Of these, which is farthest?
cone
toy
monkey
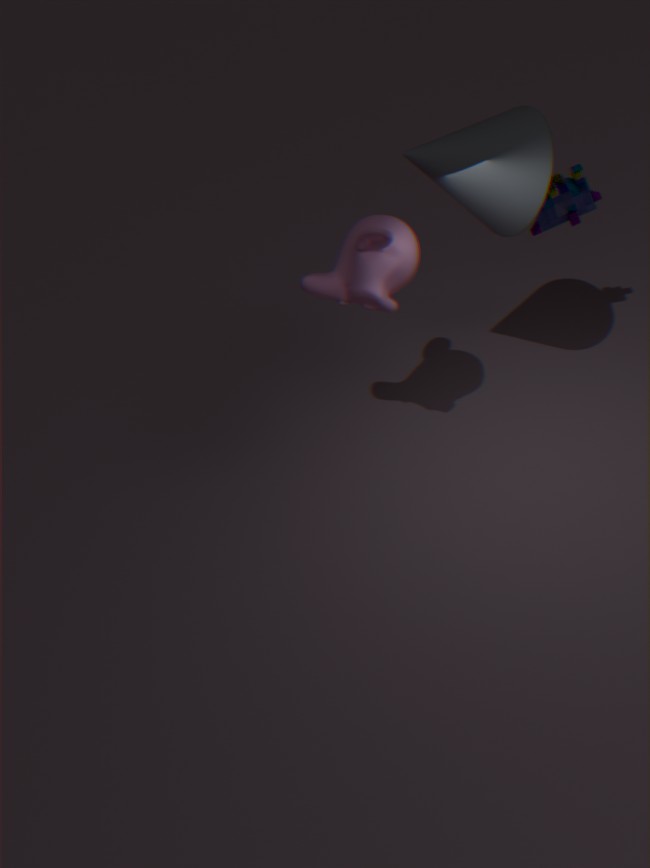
toy
